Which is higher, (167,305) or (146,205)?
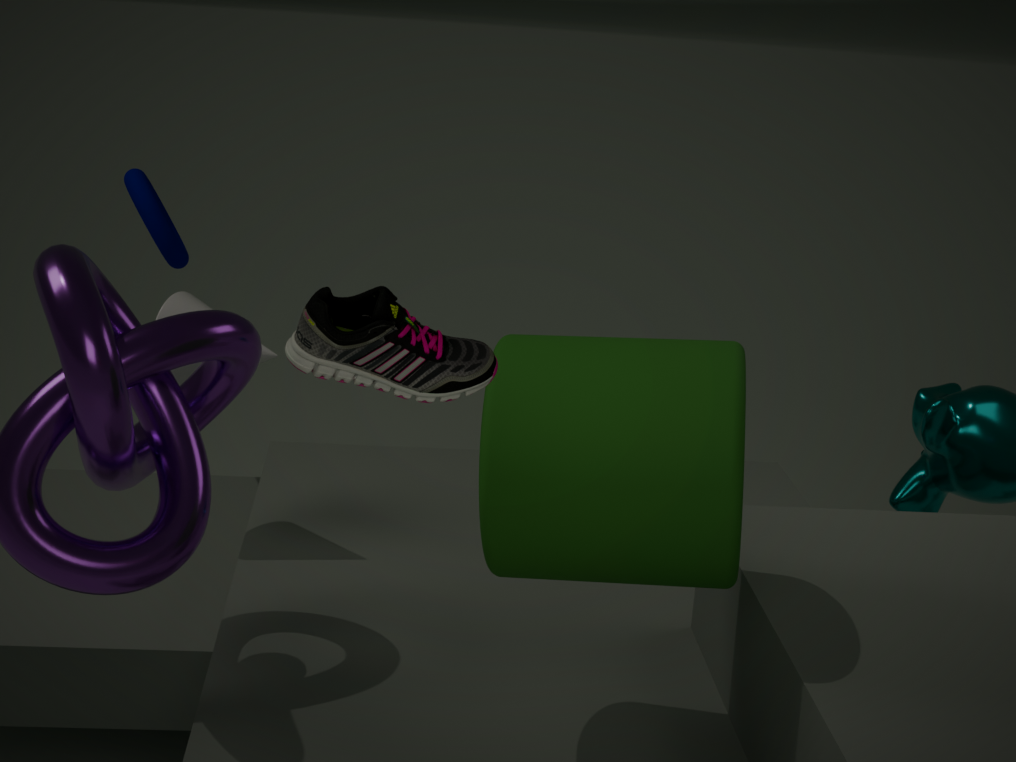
(146,205)
